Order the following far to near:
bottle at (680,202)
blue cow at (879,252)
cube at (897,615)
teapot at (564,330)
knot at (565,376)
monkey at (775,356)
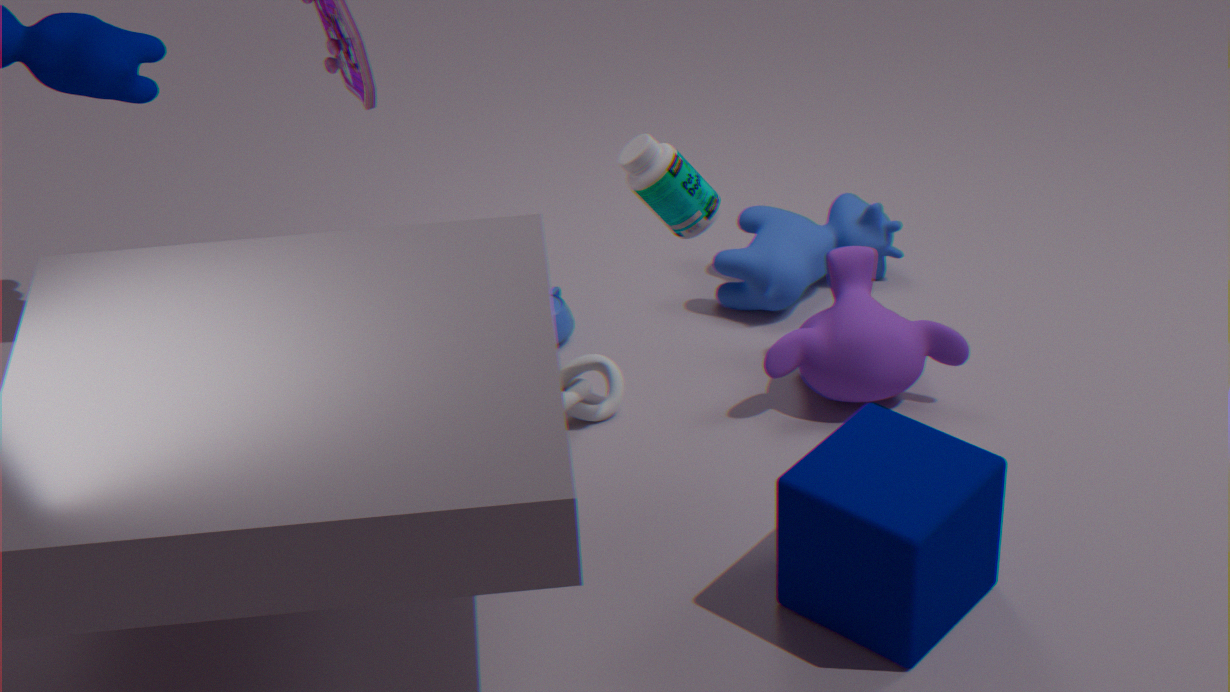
blue cow at (879,252) → teapot at (564,330) → knot at (565,376) → monkey at (775,356) → bottle at (680,202) → cube at (897,615)
